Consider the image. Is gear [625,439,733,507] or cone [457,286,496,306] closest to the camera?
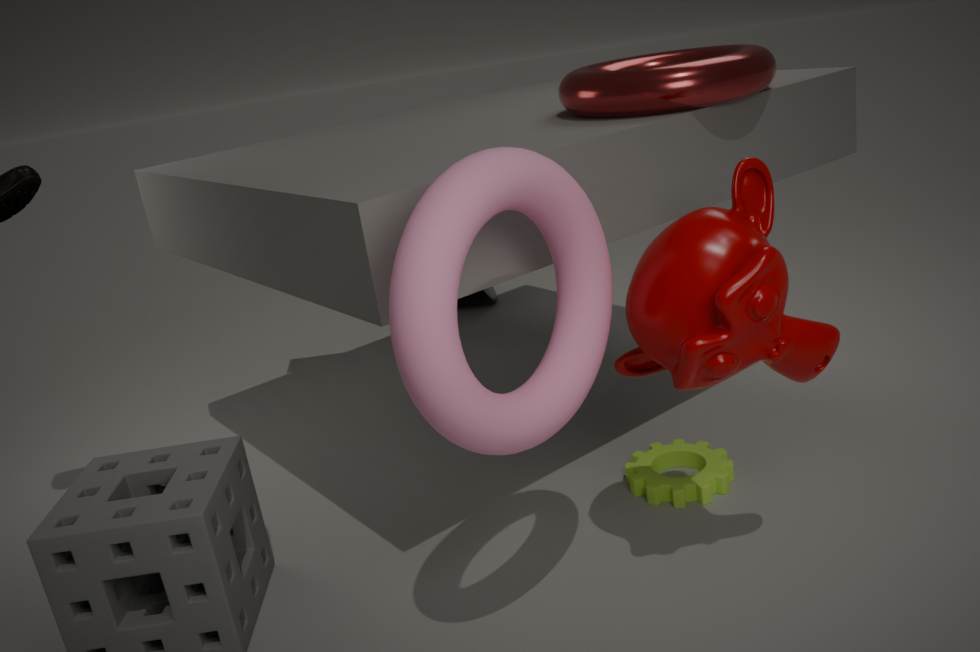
gear [625,439,733,507]
